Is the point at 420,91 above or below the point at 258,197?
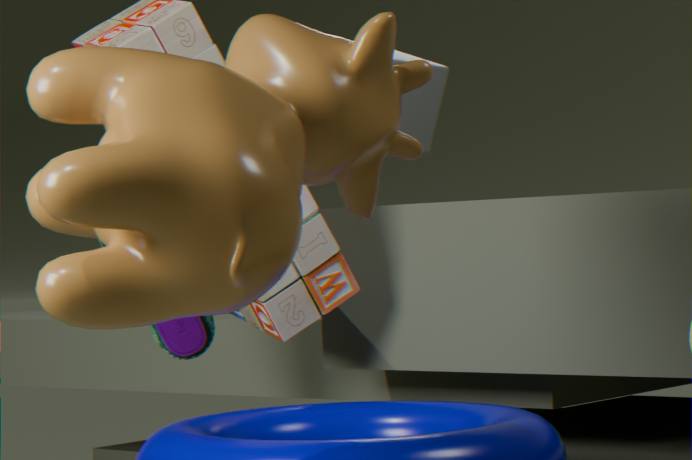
above
